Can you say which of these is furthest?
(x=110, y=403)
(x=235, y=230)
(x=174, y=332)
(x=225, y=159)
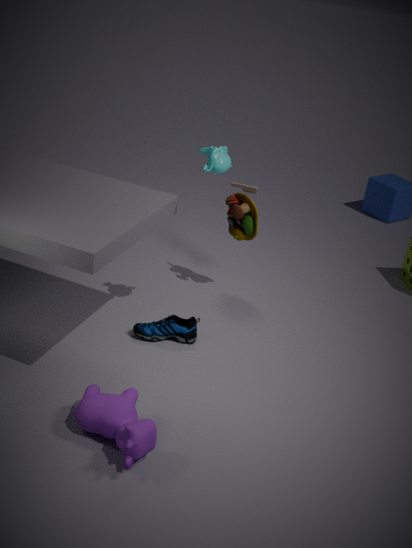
(x=235, y=230)
